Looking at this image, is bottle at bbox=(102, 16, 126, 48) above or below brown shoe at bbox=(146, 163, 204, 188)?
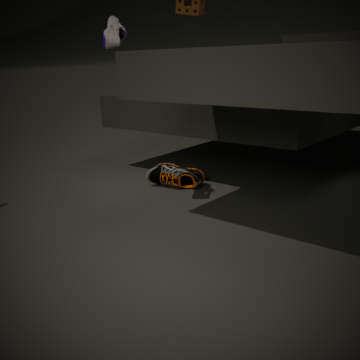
above
